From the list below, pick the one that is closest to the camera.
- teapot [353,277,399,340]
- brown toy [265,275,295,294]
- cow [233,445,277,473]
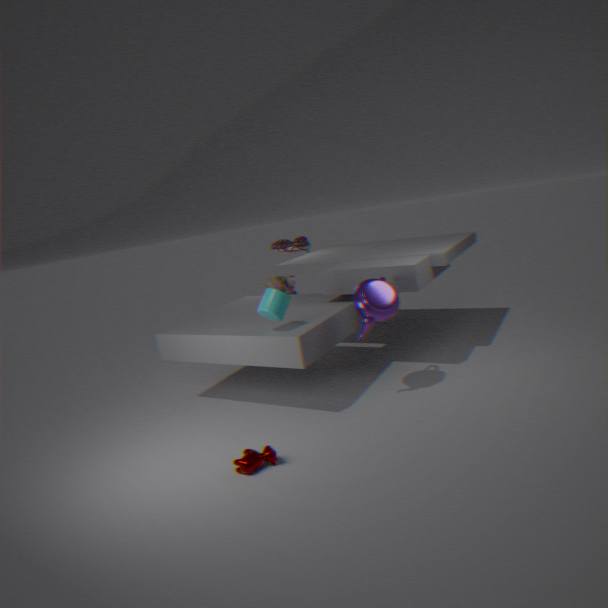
cow [233,445,277,473]
